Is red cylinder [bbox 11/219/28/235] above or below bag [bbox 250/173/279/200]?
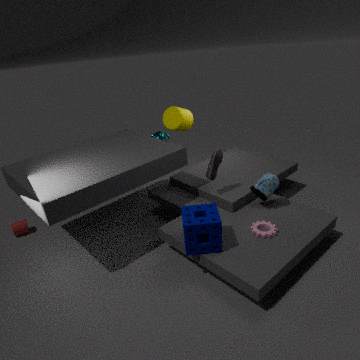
below
